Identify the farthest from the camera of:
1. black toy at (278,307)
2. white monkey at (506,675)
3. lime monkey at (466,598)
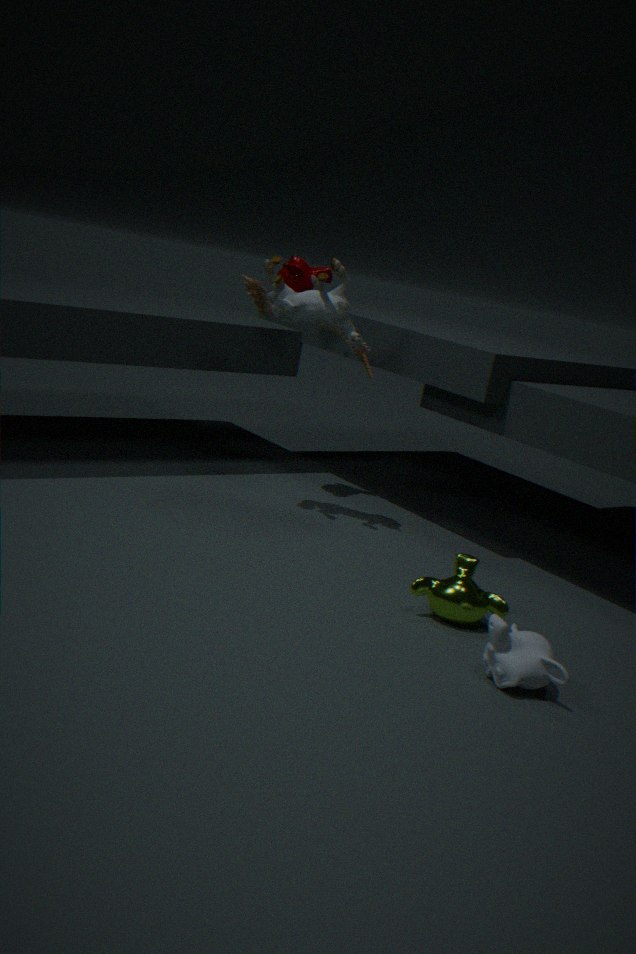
black toy at (278,307)
